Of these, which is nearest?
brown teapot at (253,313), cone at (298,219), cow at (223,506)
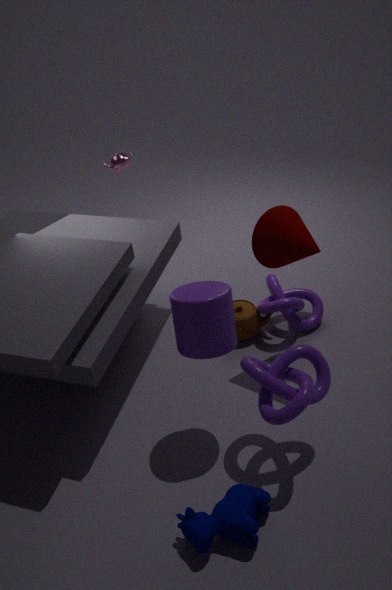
cow at (223,506)
